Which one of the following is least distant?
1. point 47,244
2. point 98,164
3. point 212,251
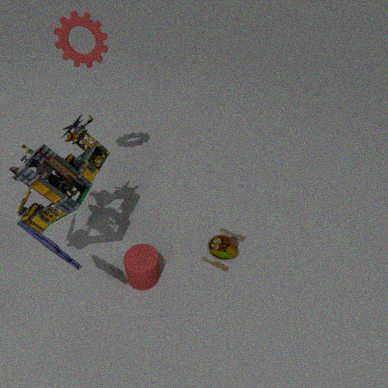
point 47,244
